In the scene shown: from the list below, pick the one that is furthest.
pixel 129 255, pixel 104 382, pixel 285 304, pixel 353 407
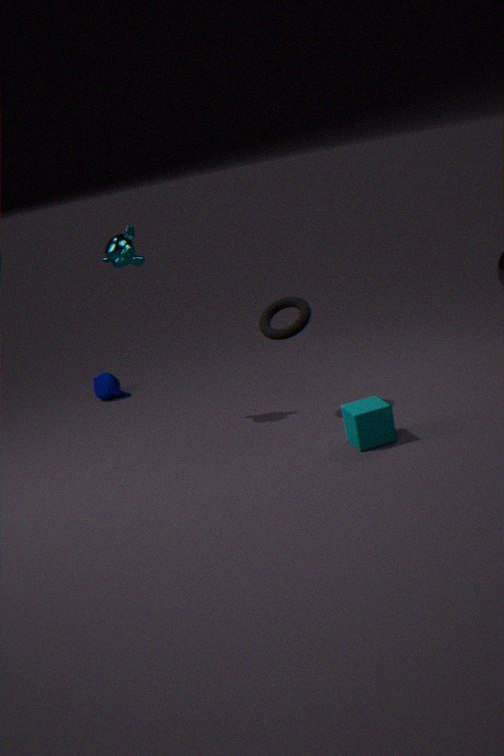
pixel 104 382
